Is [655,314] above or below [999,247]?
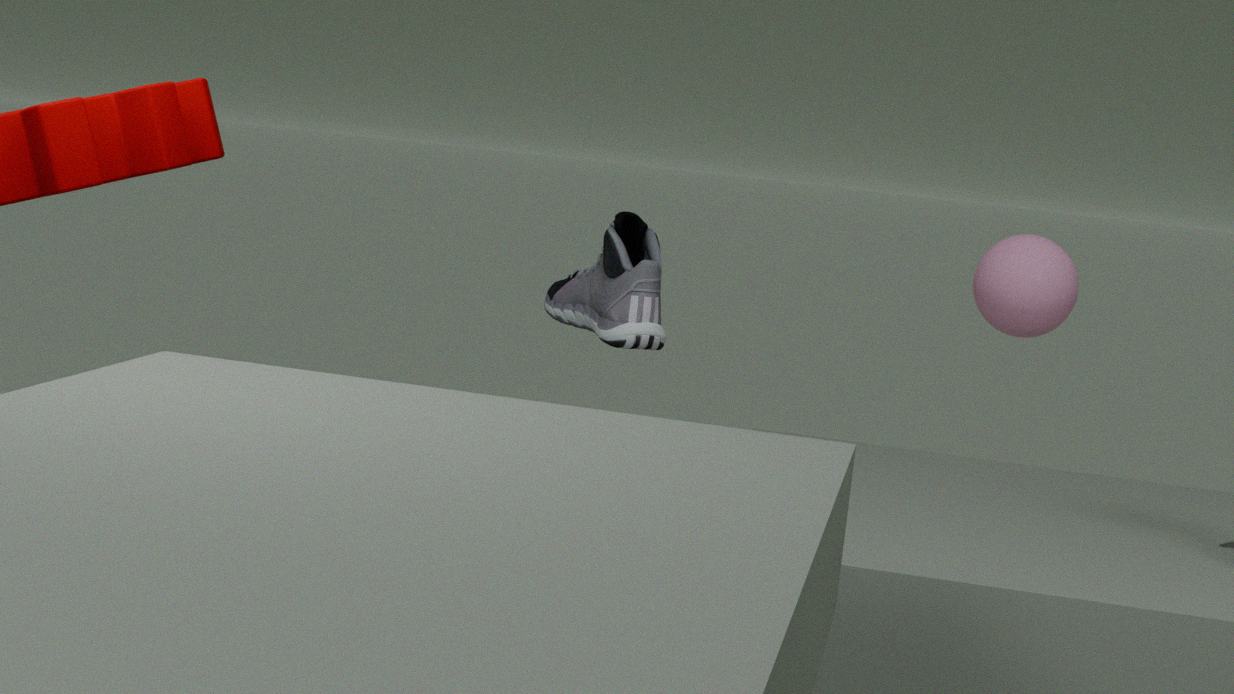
below
